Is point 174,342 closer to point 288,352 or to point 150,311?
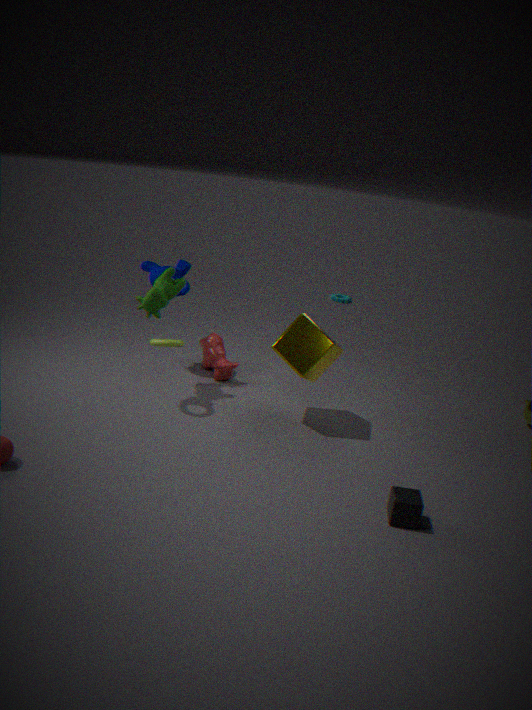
point 150,311
